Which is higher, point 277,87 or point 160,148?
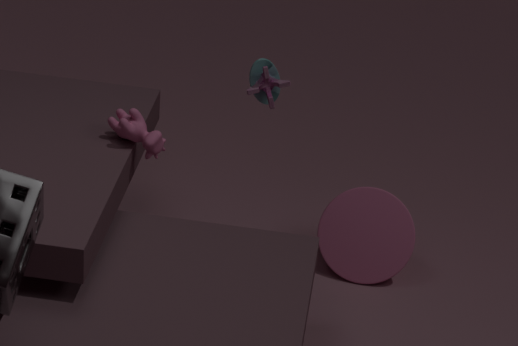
point 277,87
